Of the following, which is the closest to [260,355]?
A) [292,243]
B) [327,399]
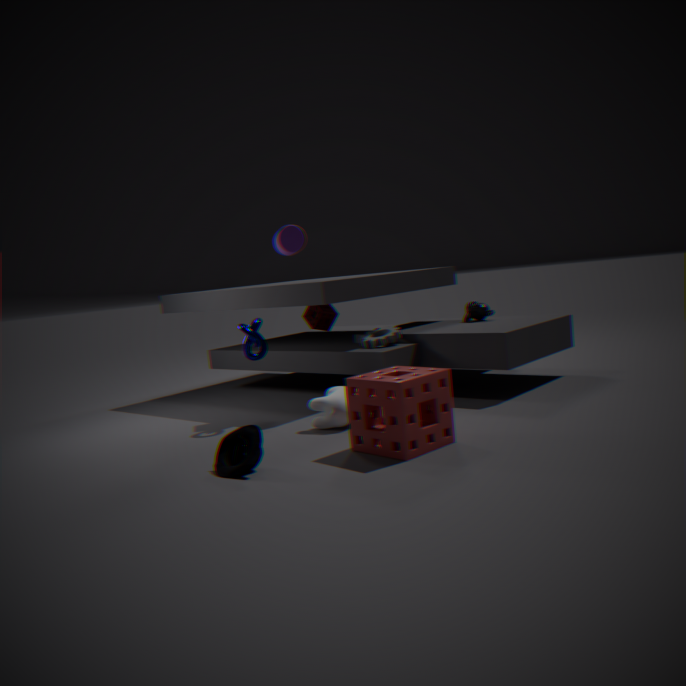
[292,243]
